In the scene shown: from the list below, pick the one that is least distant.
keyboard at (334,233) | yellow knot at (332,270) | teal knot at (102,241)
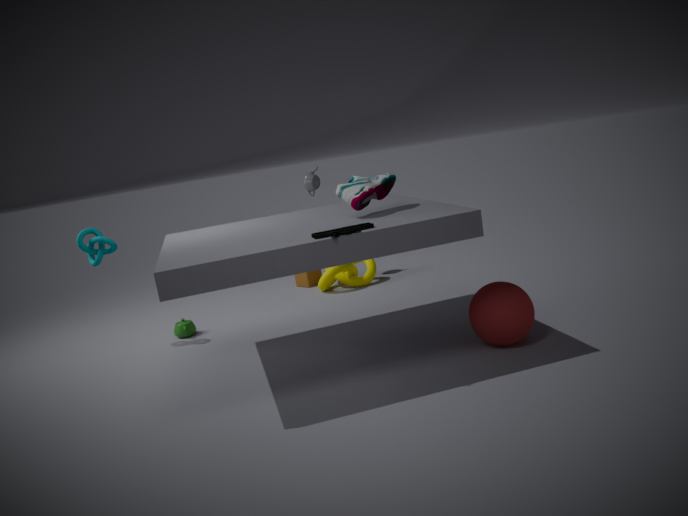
keyboard at (334,233)
